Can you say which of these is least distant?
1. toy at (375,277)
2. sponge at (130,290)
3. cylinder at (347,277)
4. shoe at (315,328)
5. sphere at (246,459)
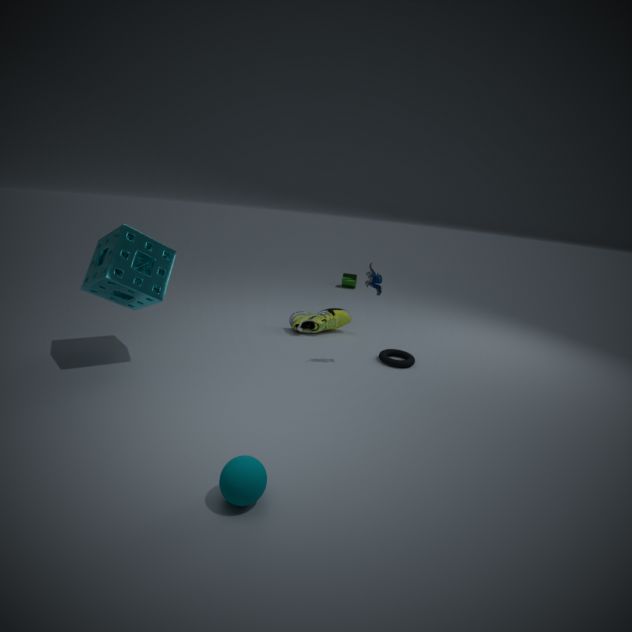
sphere at (246,459)
